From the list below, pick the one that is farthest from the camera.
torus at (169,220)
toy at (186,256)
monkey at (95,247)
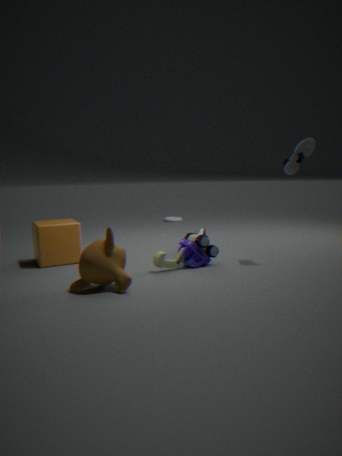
torus at (169,220)
